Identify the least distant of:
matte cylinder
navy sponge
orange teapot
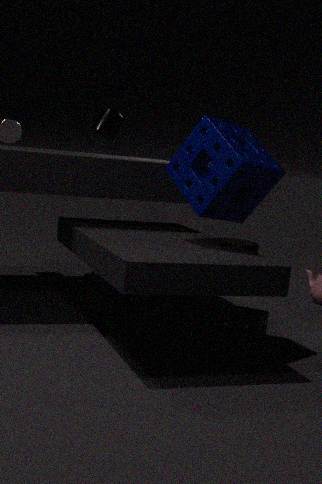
navy sponge
